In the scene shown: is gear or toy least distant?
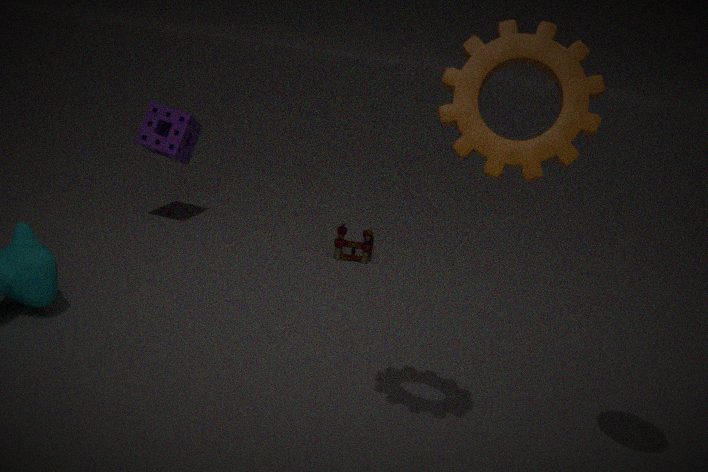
gear
